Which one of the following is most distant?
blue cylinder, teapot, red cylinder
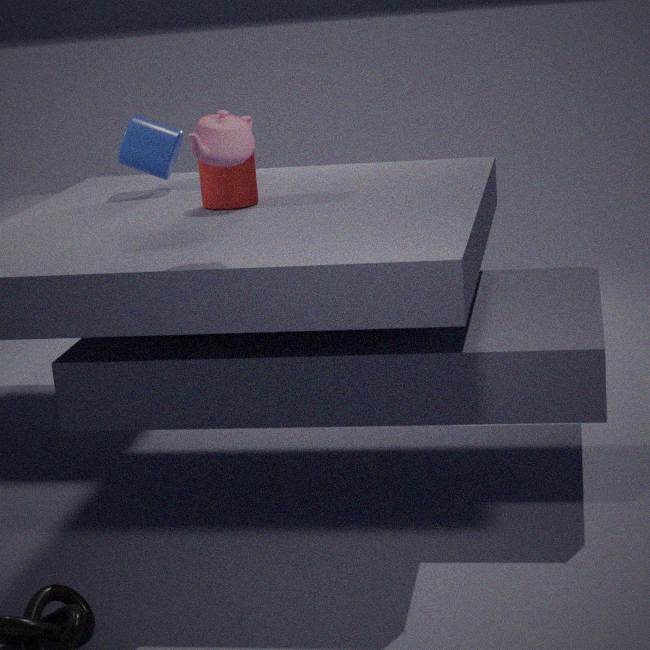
blue cylinder
